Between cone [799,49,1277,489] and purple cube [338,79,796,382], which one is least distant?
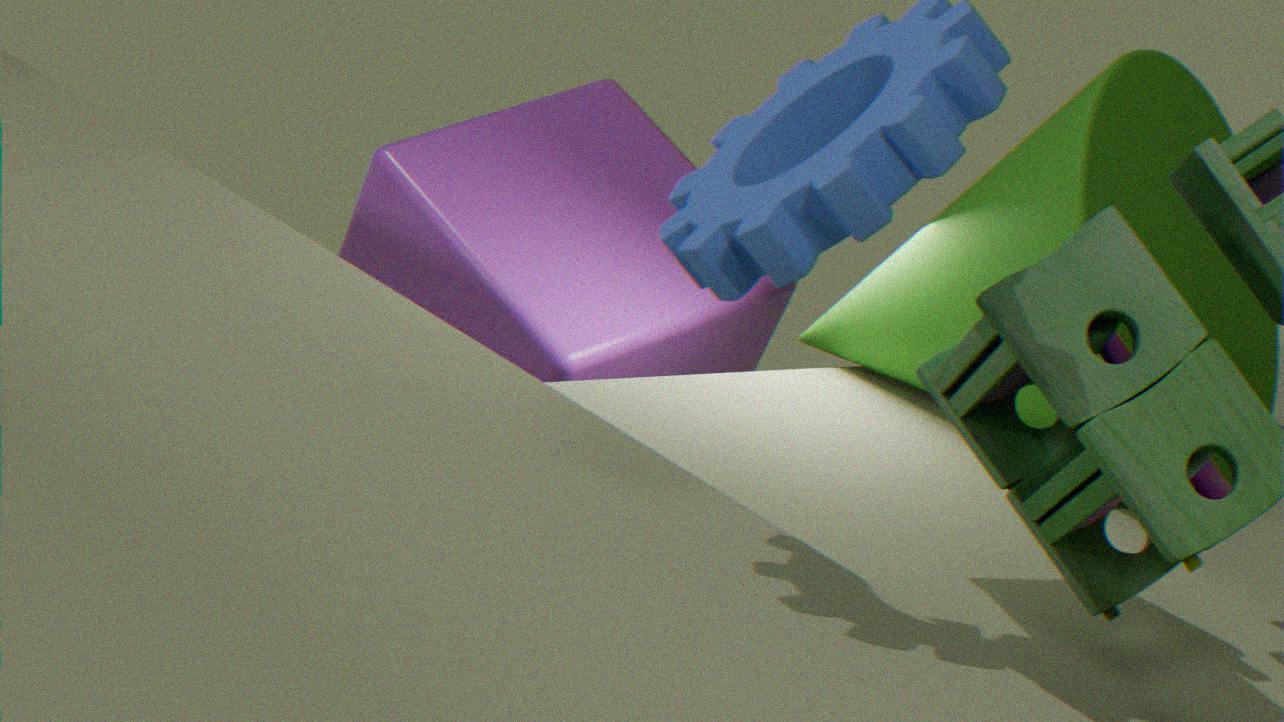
cone [799,49,1277,489]
